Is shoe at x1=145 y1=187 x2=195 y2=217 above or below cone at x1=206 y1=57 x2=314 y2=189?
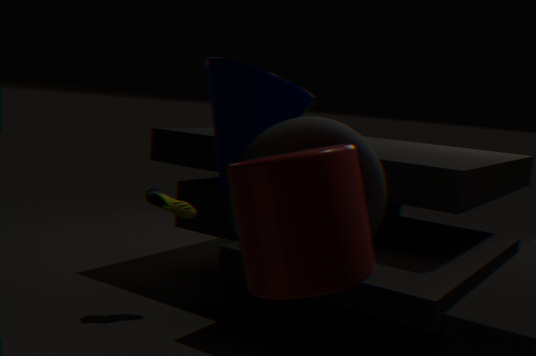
below
